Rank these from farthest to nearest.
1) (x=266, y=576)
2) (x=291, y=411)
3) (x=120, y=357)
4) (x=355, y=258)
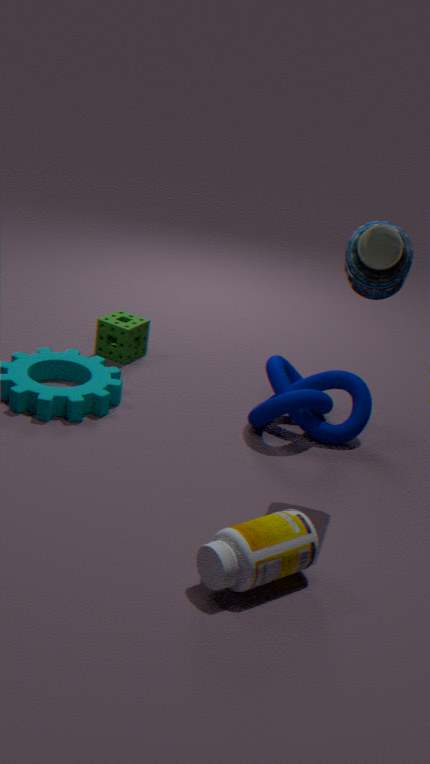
3. (x=120, y=357) → 2. (x=291, y=411) → 4. (x=355, y=258) → 1. (x=266, y=576)
